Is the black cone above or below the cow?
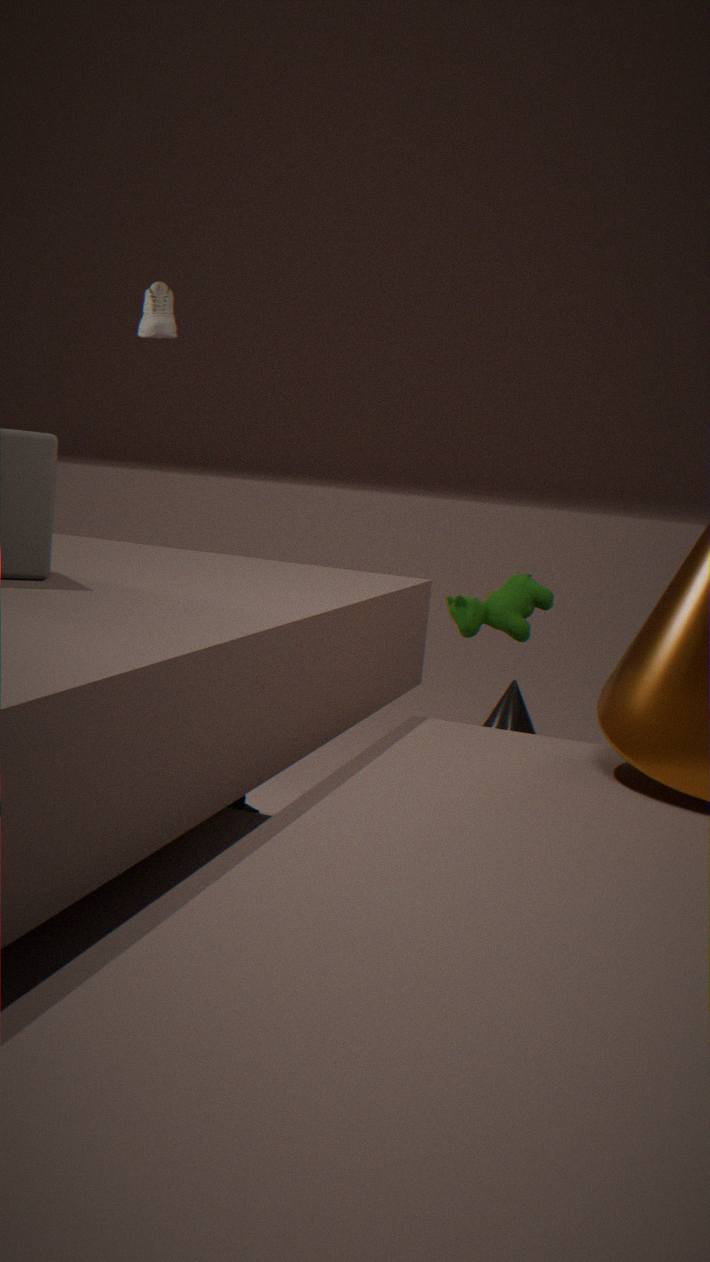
below
